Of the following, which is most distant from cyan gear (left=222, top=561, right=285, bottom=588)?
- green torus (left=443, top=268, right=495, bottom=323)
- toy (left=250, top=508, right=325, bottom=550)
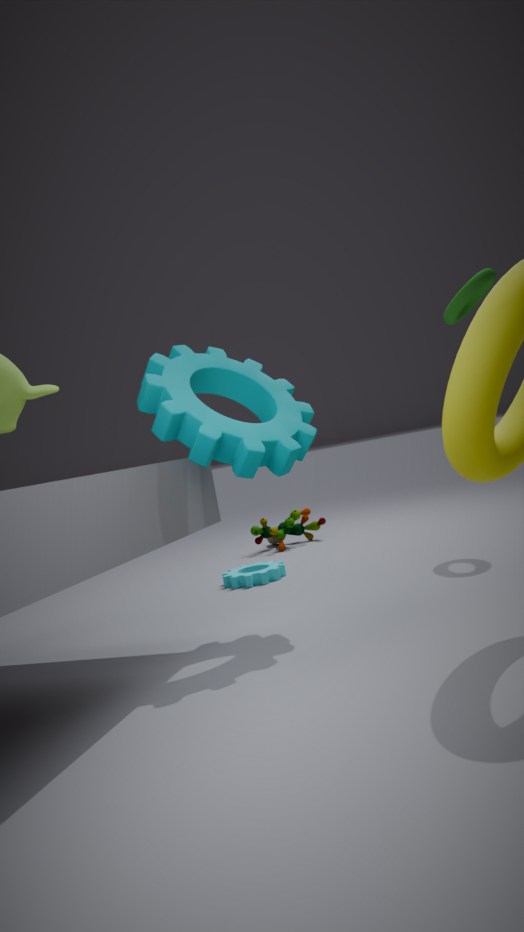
green torus (left=443, top=268, right=495, bottom=323)
